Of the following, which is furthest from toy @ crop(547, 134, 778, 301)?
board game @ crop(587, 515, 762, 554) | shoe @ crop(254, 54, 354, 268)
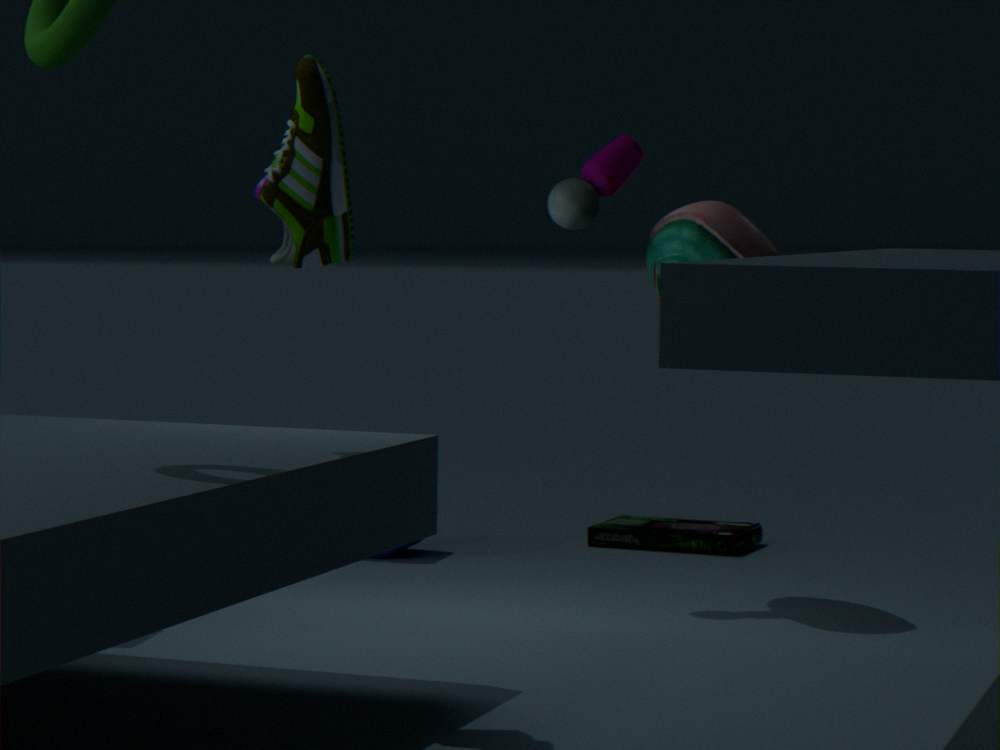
shoe @ crop(254, 54, 354, 268)
